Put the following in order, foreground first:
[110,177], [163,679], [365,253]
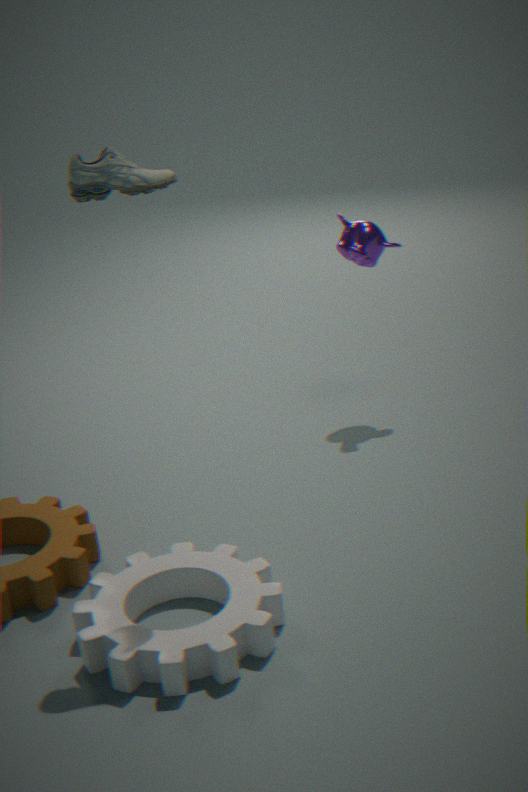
[163,679] < [110,177] < [365,253]
